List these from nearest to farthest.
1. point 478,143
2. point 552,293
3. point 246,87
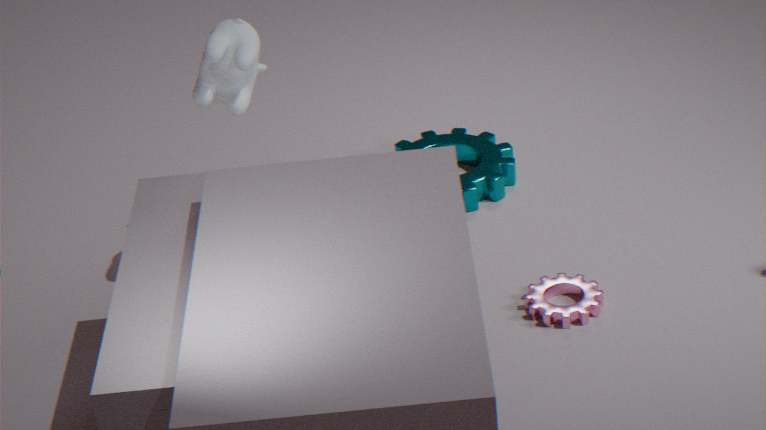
point 246,87 < point 552,293 < point 478,143
